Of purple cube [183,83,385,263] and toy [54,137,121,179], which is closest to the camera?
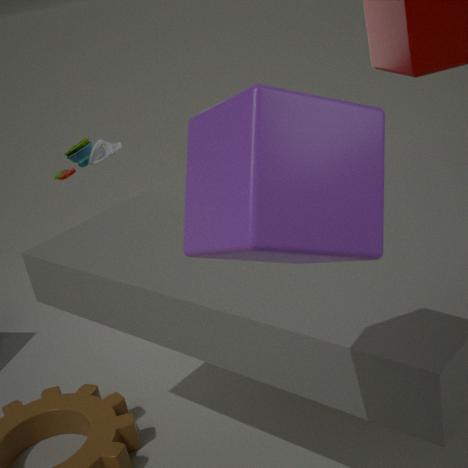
purple cube [183,83,385,263]
